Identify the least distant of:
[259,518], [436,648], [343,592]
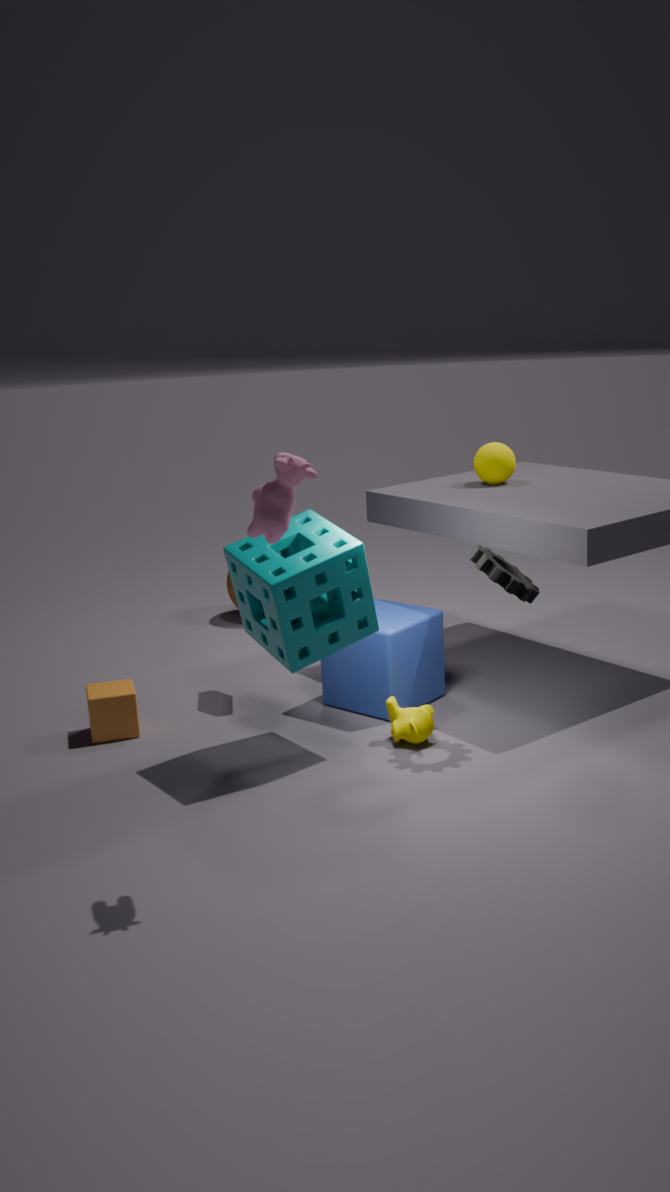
[259,518]
